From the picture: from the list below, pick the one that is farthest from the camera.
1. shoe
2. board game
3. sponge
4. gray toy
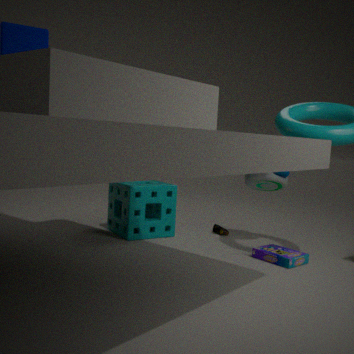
shoe
